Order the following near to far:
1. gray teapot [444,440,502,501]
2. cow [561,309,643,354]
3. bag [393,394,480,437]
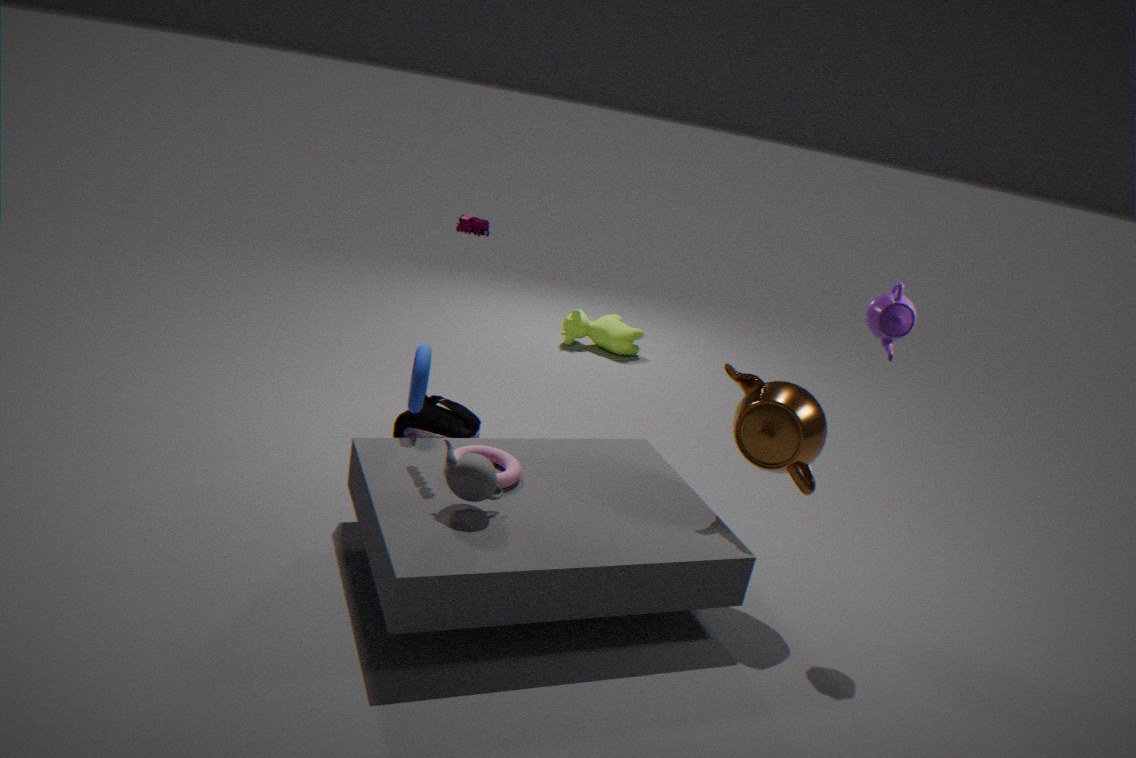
gray teapot [444,440,502,501], bag [393,394,480,437], cow [561,309,643,354]
